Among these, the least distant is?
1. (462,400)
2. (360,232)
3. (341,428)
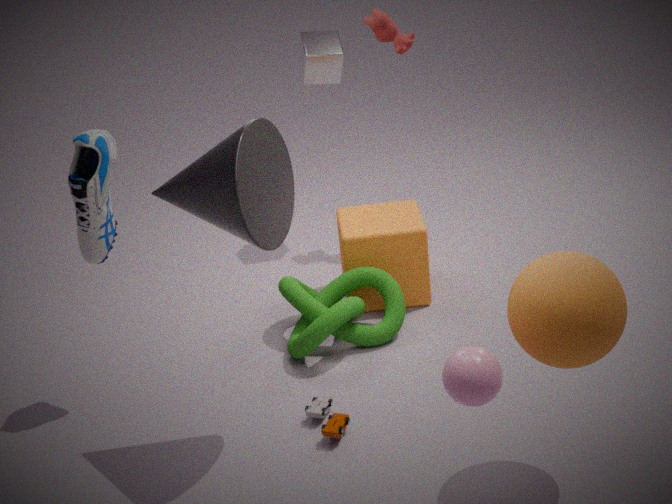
(462,400)
